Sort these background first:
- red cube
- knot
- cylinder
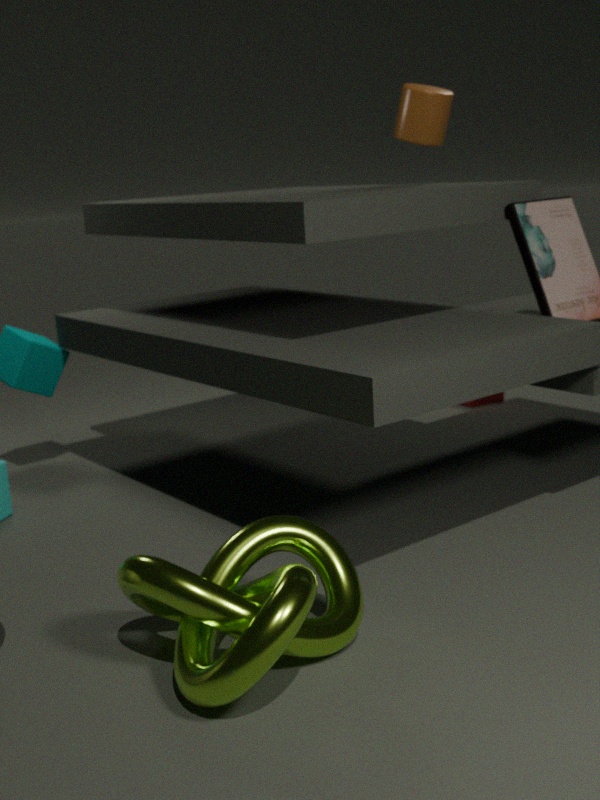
red cube, cylinder, knot
